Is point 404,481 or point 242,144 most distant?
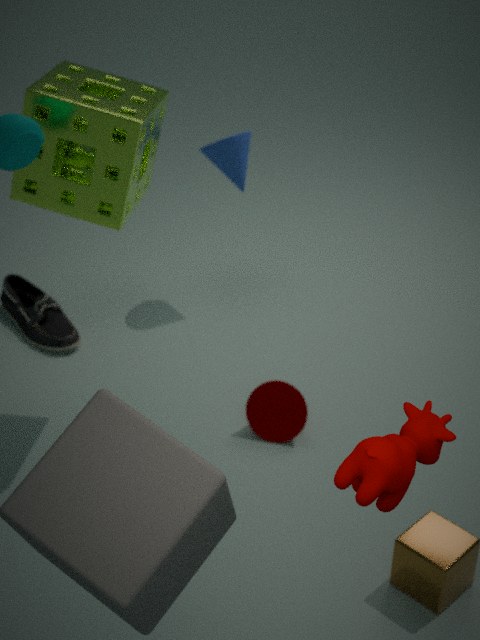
point 242,144
